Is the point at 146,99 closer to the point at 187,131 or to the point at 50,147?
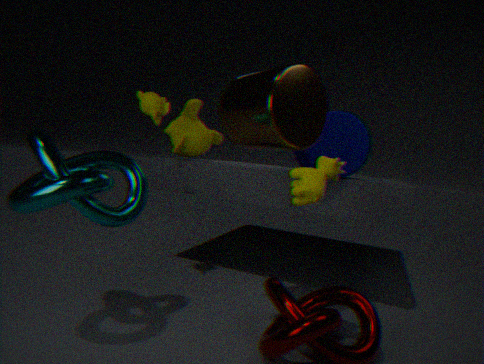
the point at 187,131
